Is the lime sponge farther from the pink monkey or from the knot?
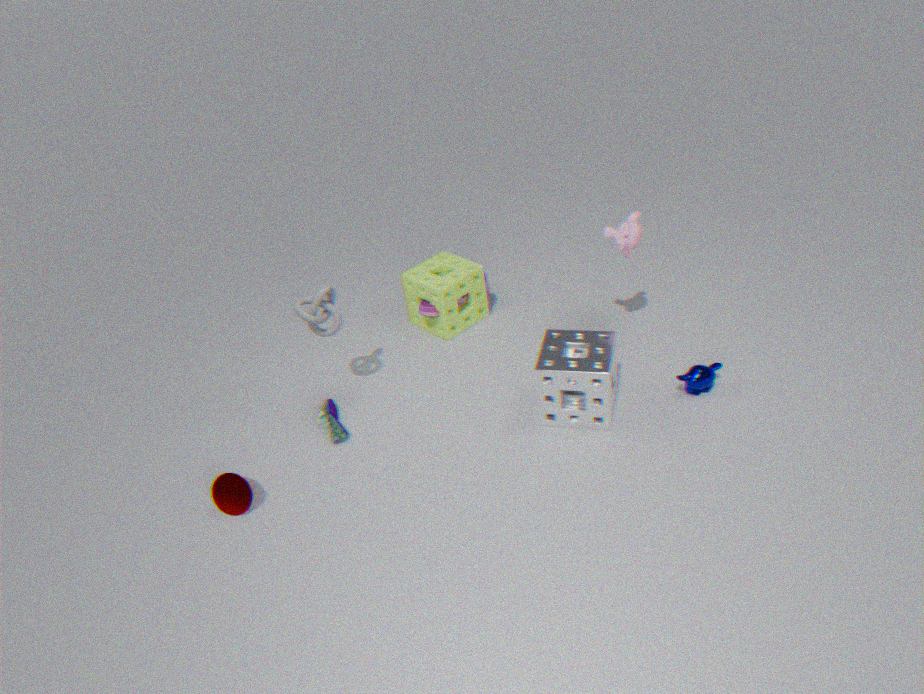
the pink monkey
